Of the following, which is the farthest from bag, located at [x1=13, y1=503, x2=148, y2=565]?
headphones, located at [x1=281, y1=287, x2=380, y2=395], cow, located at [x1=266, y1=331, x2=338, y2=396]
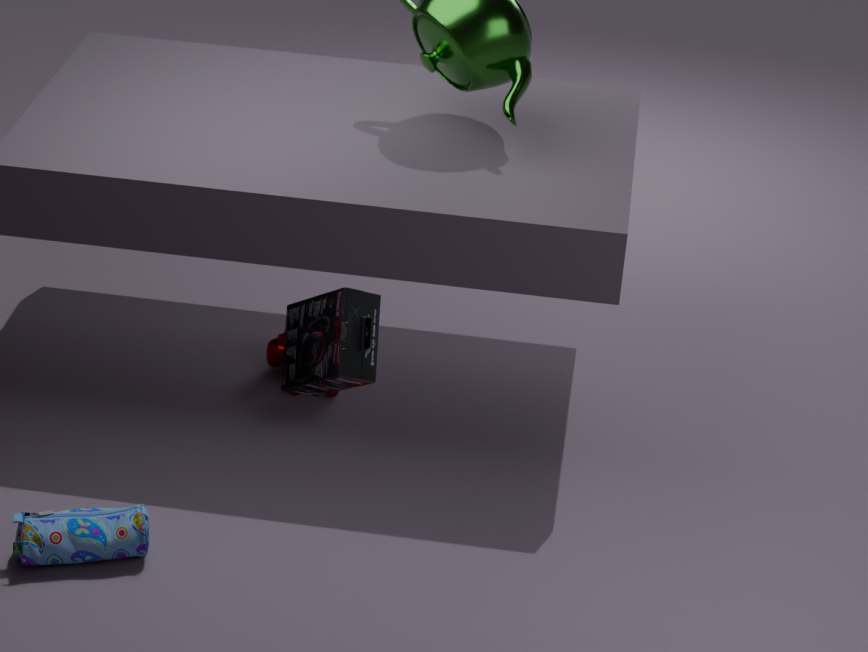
headphones, located at [x1=281, y1=287, x2=380, y2=395]
